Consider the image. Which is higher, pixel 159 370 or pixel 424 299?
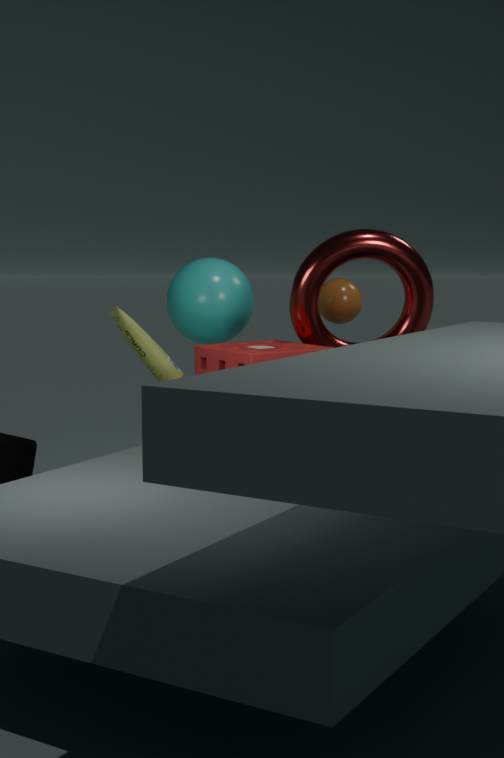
pixel 424 299
